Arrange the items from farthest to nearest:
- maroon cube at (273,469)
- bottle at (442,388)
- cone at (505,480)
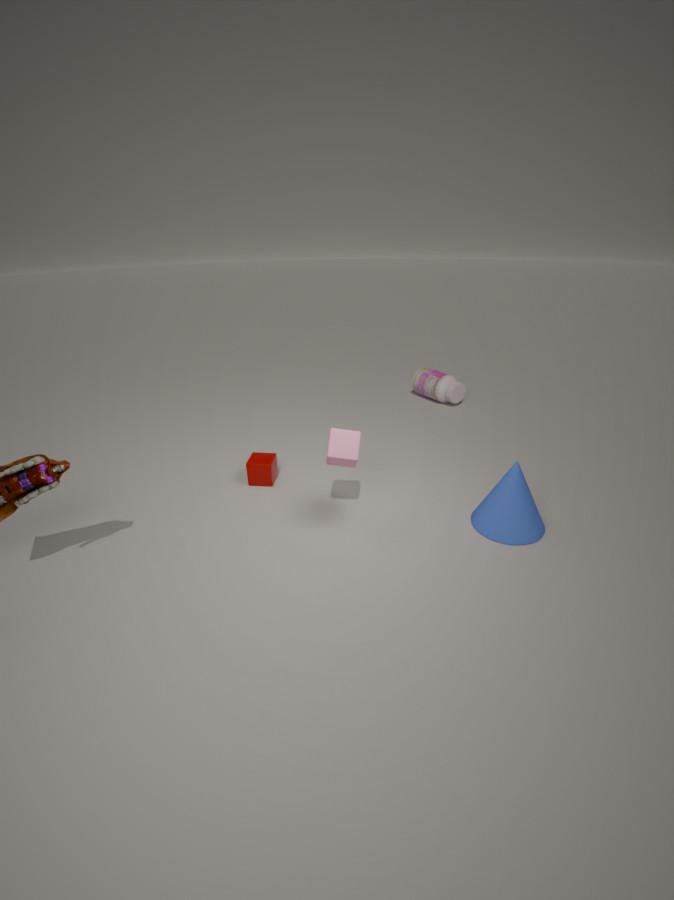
bottle at (442,388) → maroon cube at (273,469) → cone at (505,480)
